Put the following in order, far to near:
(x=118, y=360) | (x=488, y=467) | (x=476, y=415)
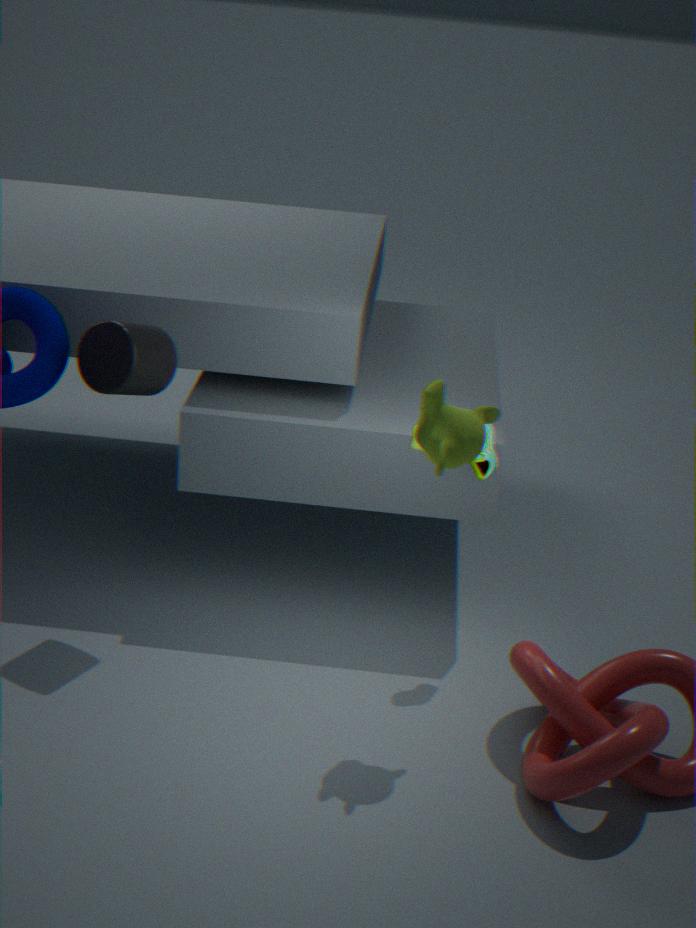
(x=488, y=467) < (x=118, y=360) < (x=476, y=415)
